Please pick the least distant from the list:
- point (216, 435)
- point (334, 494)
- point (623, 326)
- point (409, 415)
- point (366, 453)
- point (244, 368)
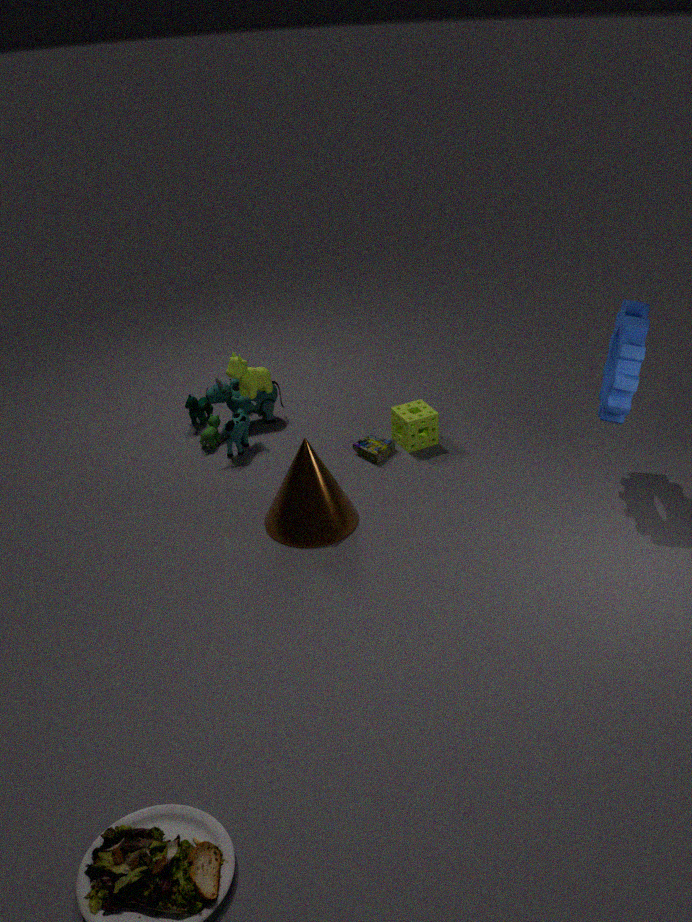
point (623, 326)
